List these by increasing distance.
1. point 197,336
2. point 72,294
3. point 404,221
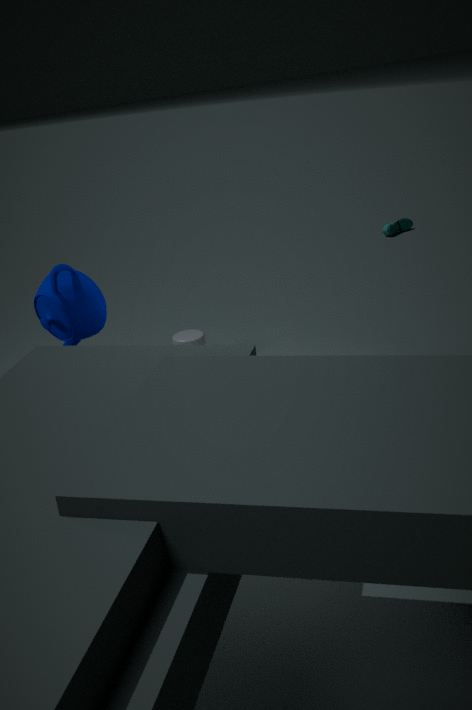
point 72,294
point 197,336
point 404,221
